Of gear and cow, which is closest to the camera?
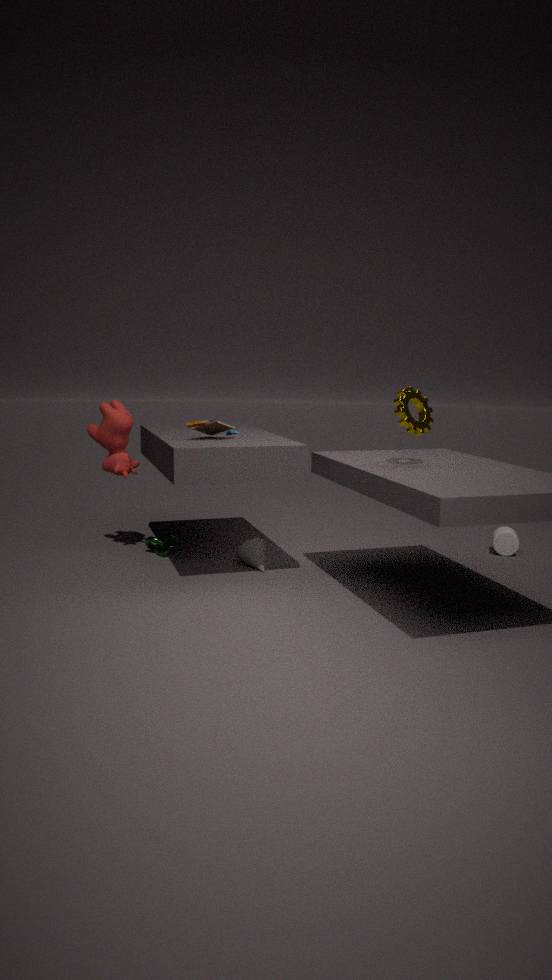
gear
